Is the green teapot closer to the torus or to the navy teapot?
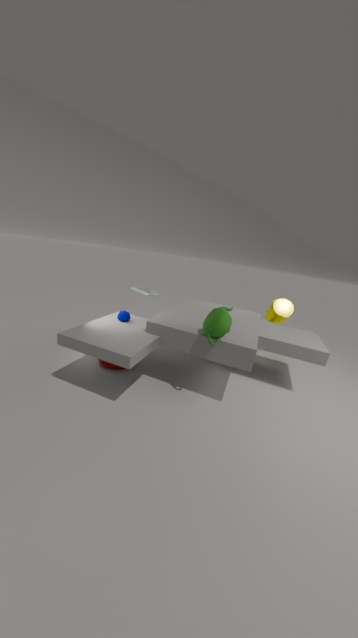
the navy teapot
